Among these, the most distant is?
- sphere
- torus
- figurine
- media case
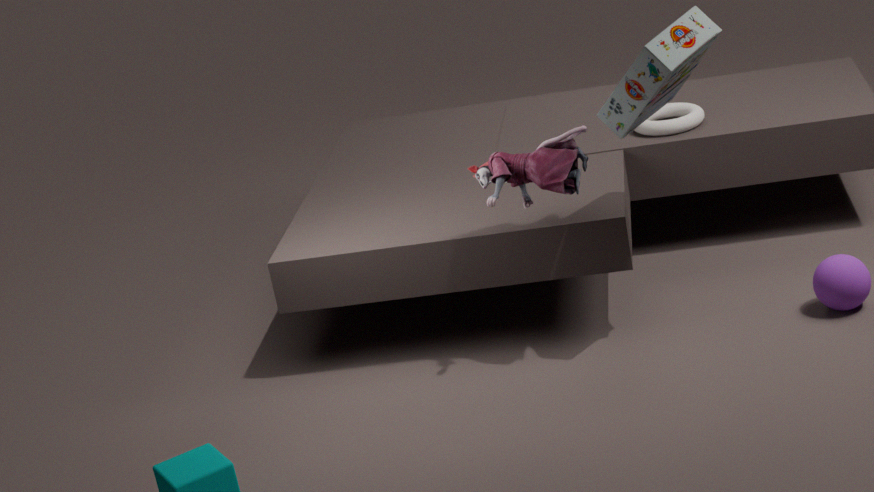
torus
